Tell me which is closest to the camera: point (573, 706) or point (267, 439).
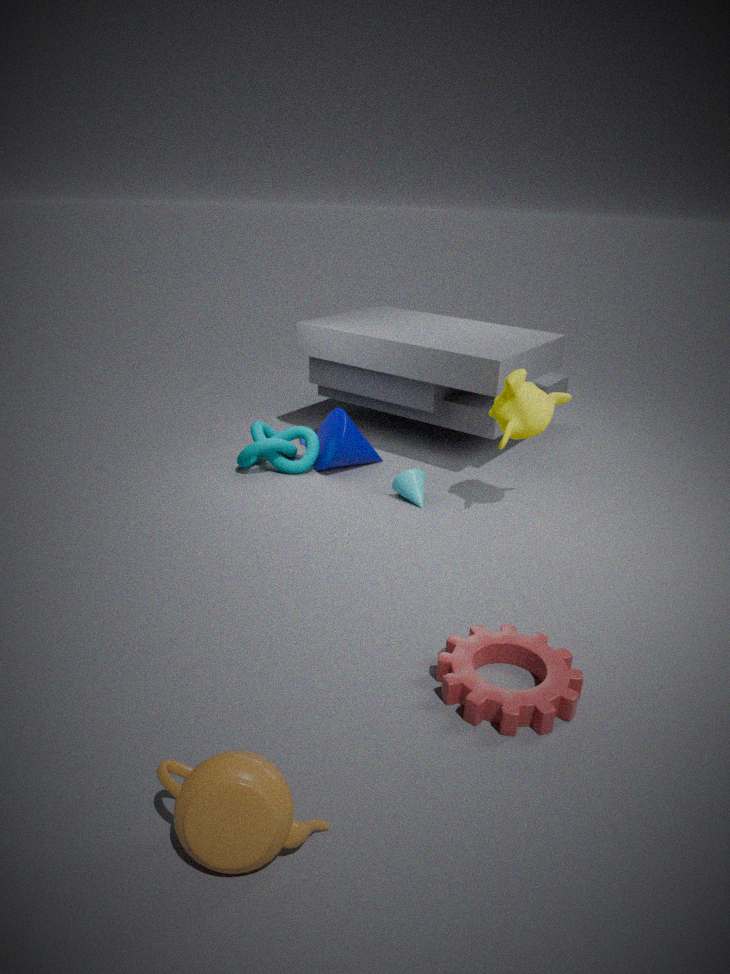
point (573, 706)
